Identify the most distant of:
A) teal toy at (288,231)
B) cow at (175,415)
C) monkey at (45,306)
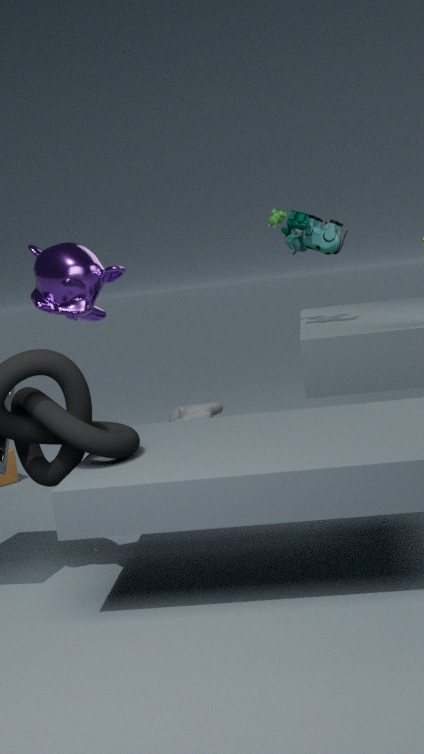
cow at (175,415)
